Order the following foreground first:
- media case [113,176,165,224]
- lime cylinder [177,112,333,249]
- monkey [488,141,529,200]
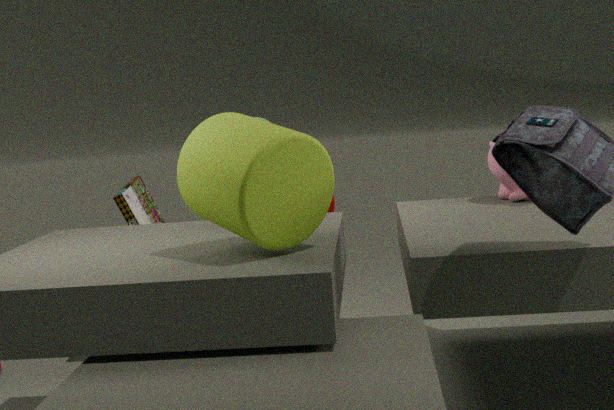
lime cylinder [177,112,333,249], monkey [488,141,529,200], media case [113,176,165,224]
